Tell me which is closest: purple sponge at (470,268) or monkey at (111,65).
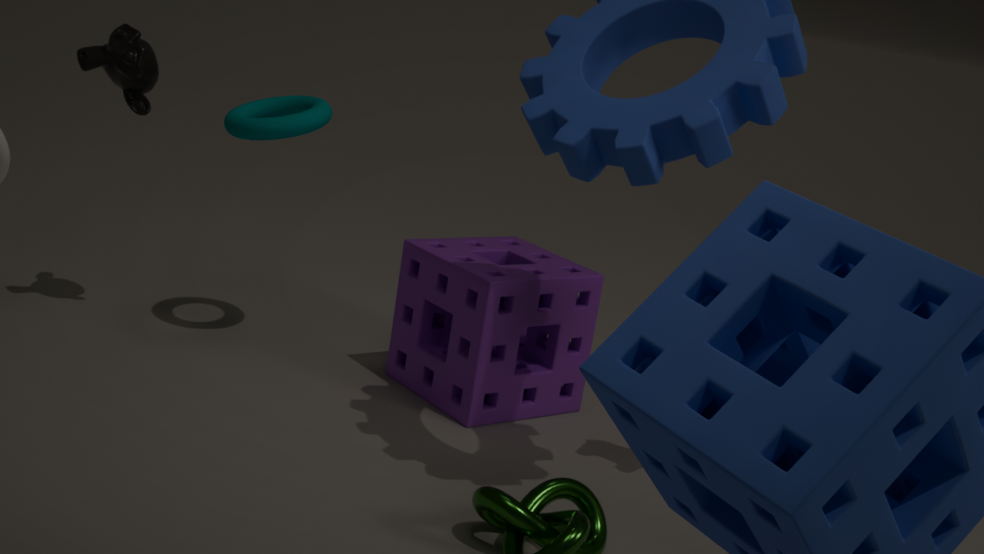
purple sponge at (470,268)
